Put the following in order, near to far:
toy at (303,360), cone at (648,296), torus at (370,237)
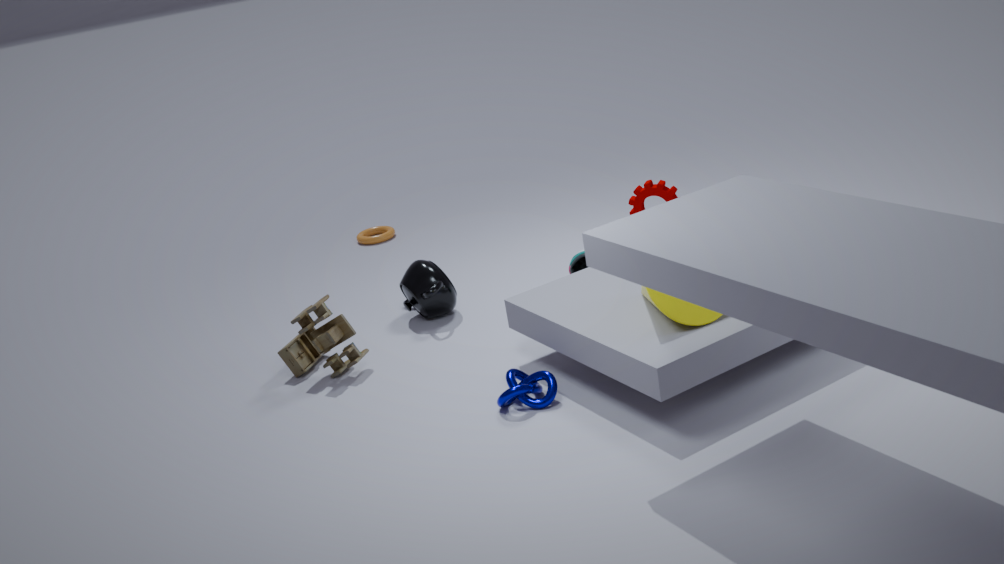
1. cone at (648,296)
2. toy at (303,360)
3. torus at (370,237)
